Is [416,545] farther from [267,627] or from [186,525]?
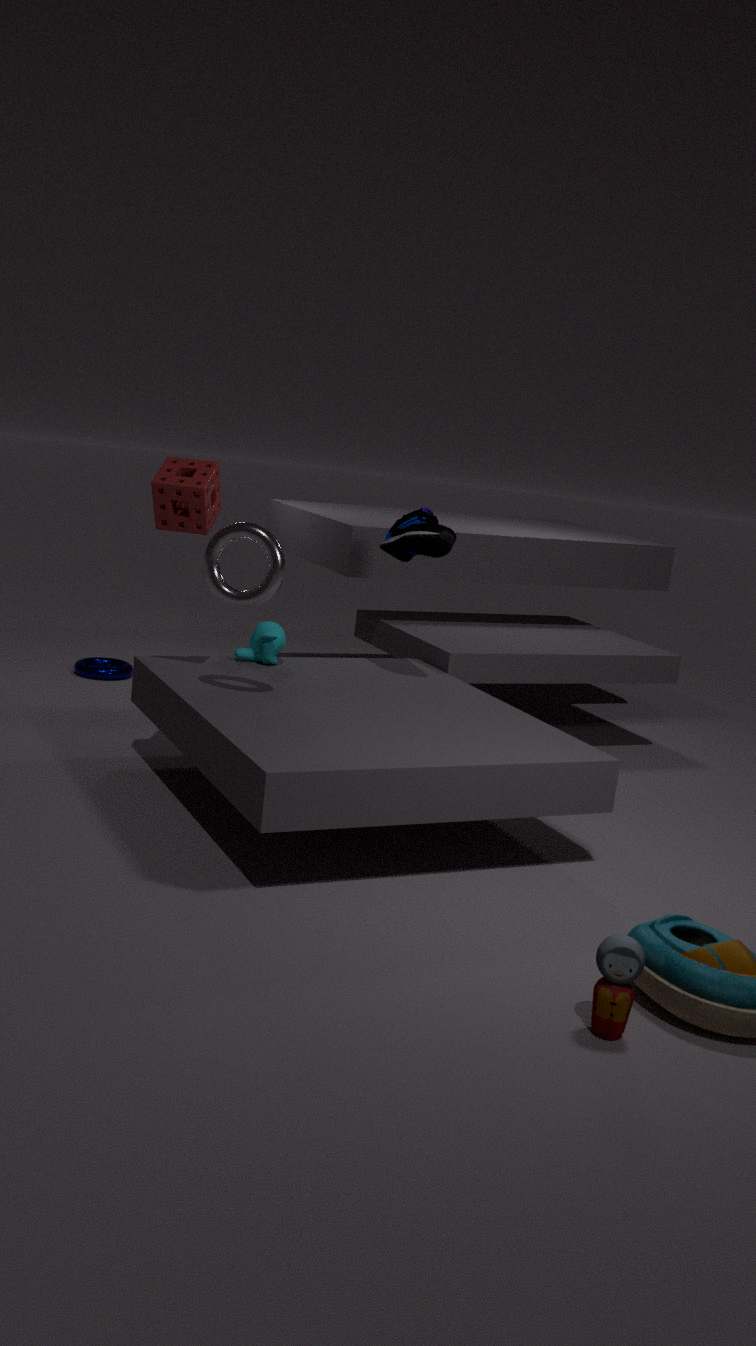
[186,525]
